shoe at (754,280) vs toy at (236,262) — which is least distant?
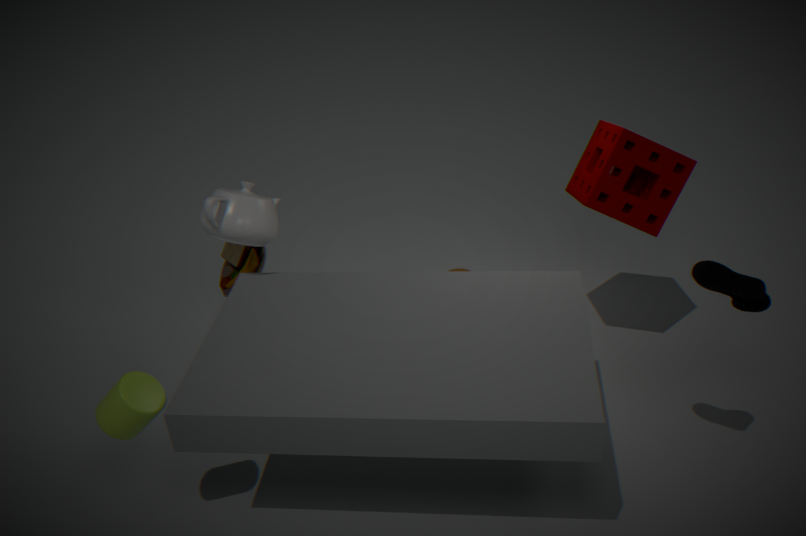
shoe at (754,280)
